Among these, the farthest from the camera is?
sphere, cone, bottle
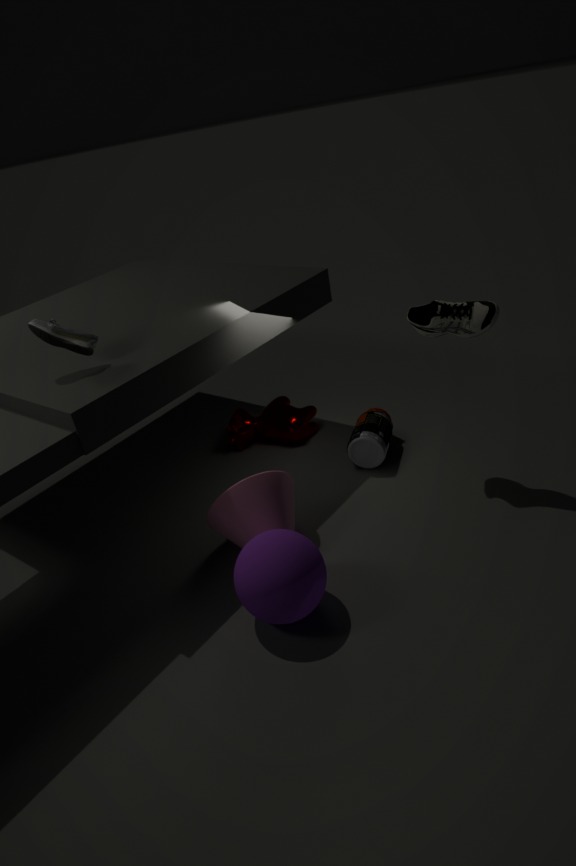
bottle
